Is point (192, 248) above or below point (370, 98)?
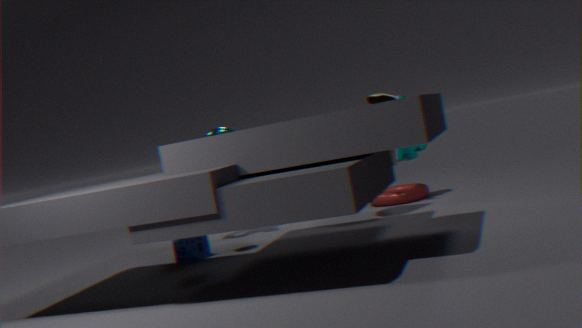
below
